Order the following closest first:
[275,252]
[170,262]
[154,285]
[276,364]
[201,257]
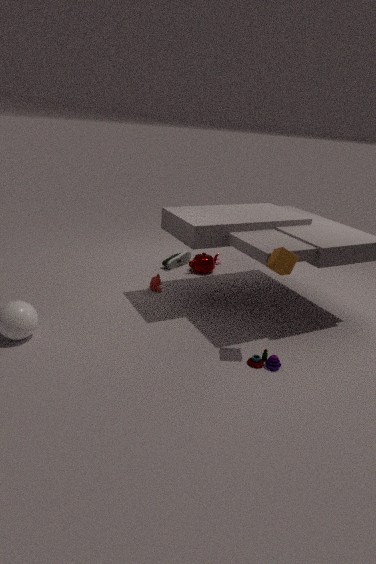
[276,364]
[275,252]
[154,285]
[201,257]
[170,262]
